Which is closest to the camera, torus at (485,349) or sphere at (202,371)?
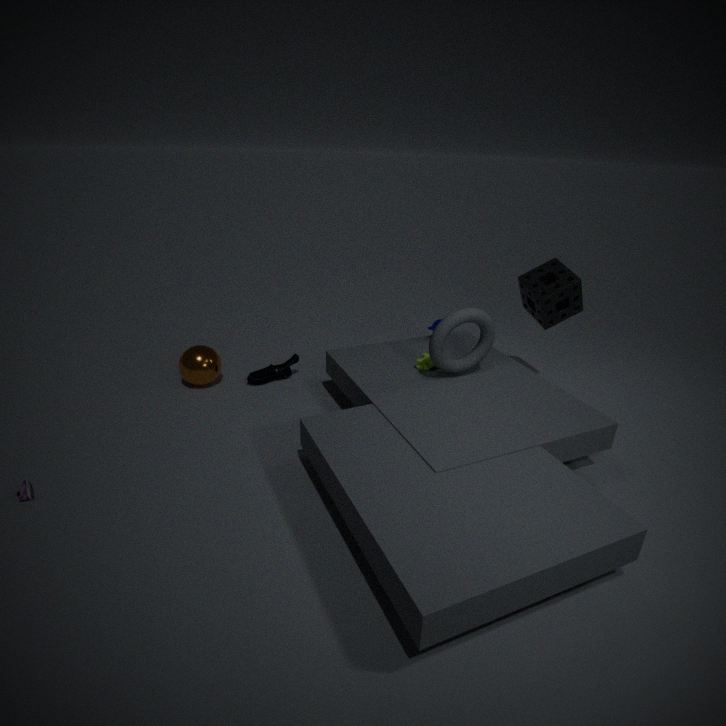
torus at (485,349)
